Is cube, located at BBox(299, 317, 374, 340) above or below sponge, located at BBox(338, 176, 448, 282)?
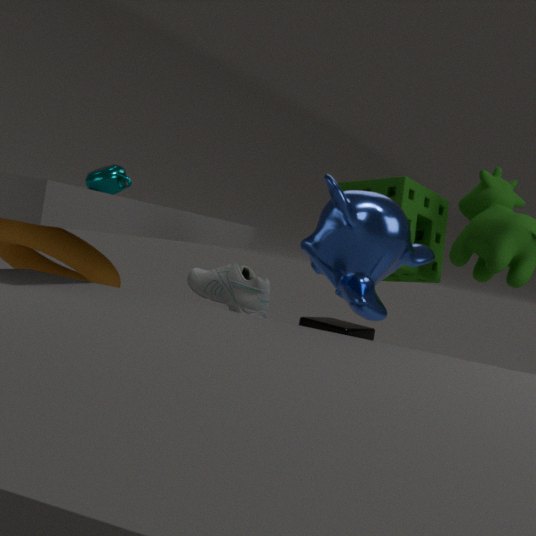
below
